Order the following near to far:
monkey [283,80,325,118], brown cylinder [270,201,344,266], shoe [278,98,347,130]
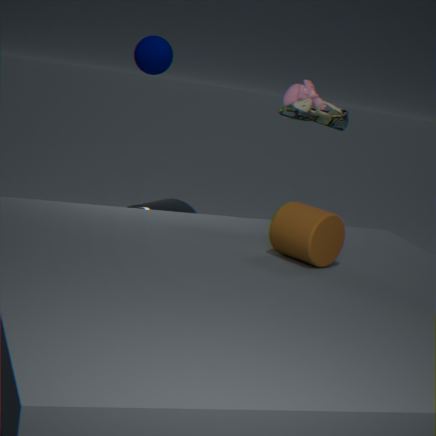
1. brown cylinder [270,201,344,266]
2. shoe [278,98,347,130]
3. monkey [283,80,325,118]
